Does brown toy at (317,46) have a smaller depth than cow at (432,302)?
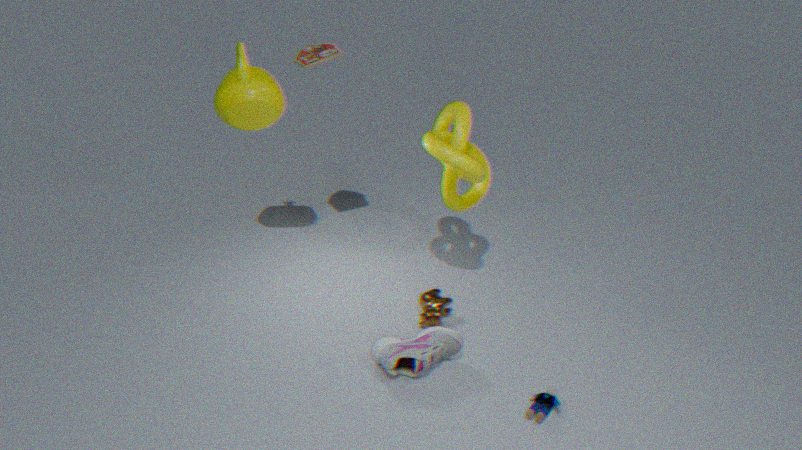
Yes
